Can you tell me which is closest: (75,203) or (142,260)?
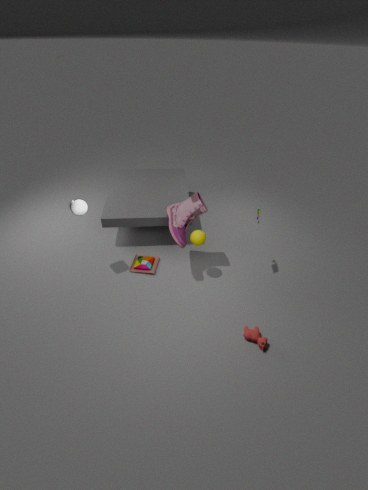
(75,203)
